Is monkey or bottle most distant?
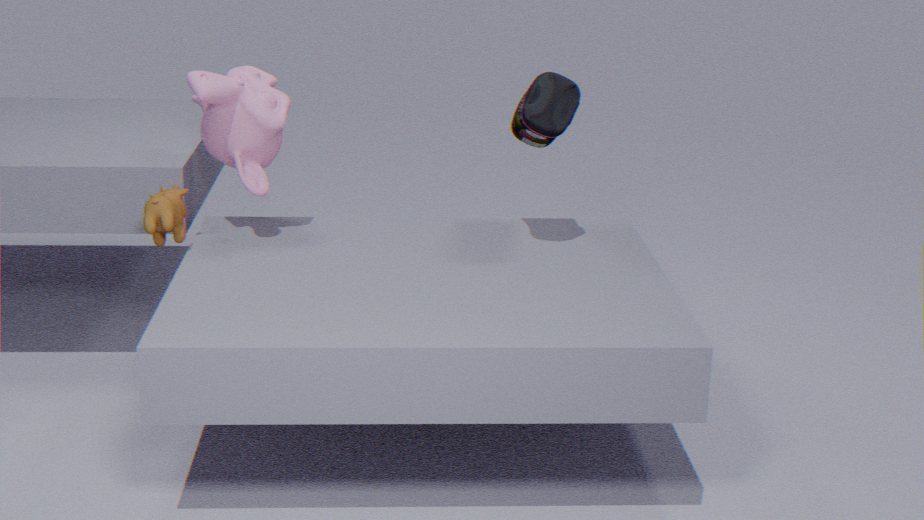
monkey
